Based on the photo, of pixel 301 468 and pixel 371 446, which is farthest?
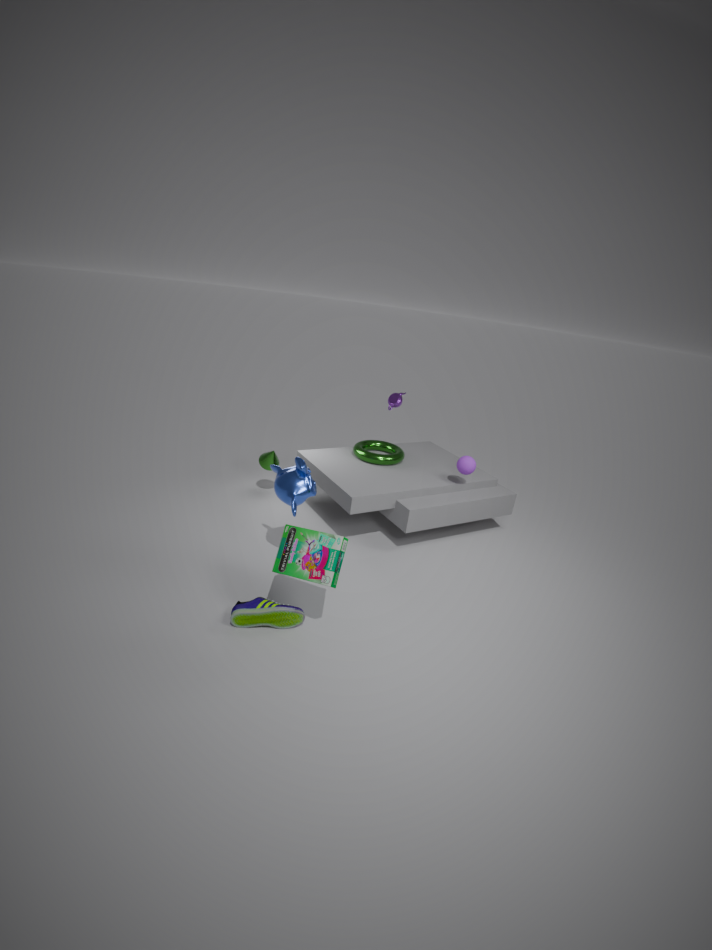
pixel 371 446
